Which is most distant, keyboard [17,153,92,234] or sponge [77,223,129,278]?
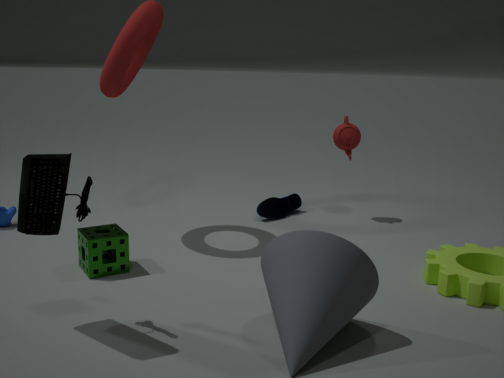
sponge [77,223,129,278]
